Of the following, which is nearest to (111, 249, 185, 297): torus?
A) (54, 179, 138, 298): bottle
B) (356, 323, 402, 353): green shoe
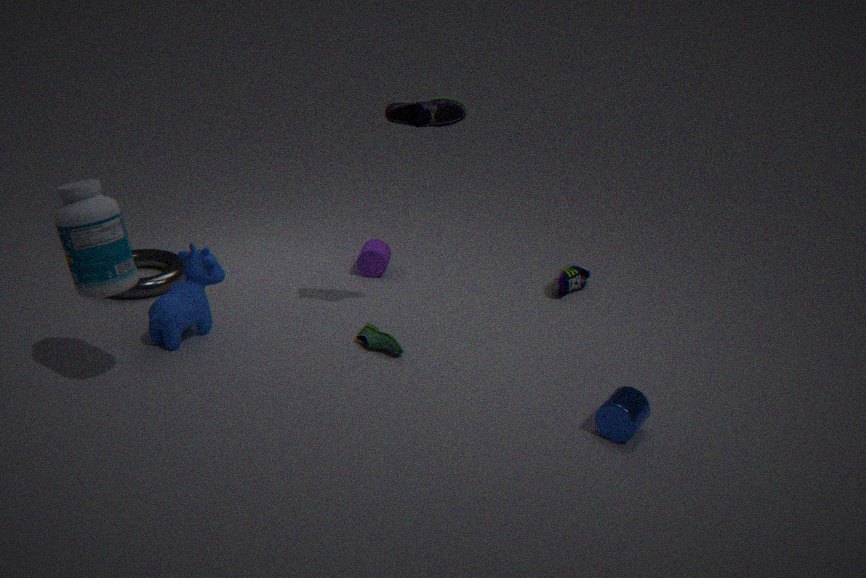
(54, 179, 138, 298): bottle
